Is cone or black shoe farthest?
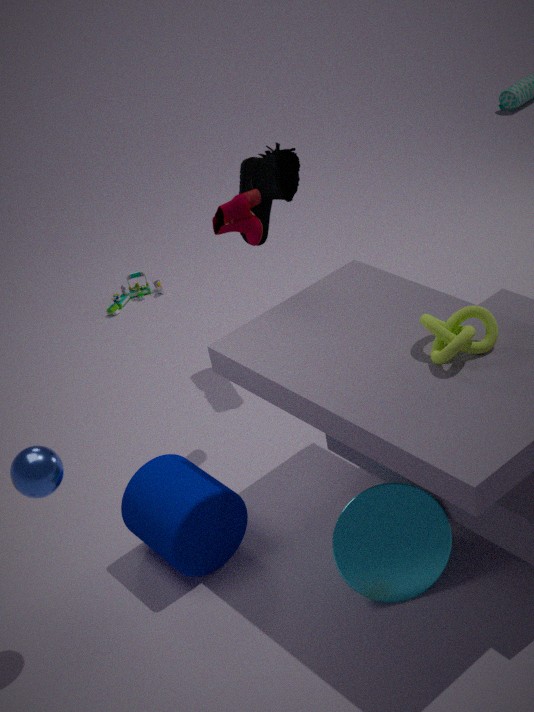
black shoe
